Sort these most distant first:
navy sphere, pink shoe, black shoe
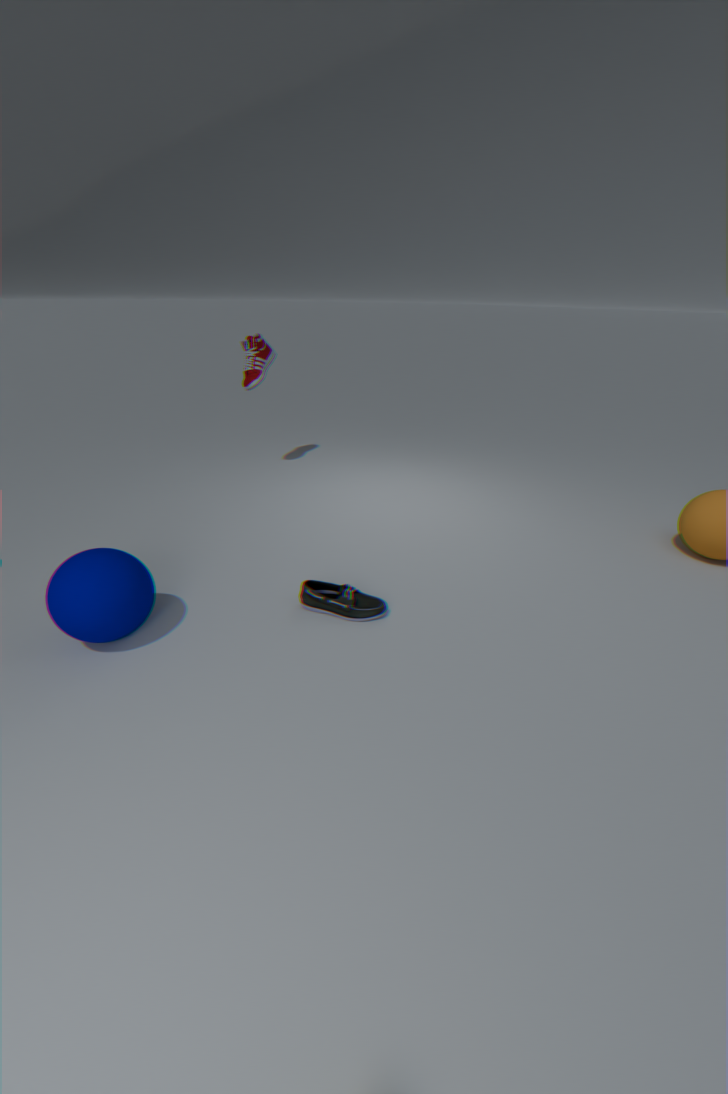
pink shoe < black shoe < navy sphere
